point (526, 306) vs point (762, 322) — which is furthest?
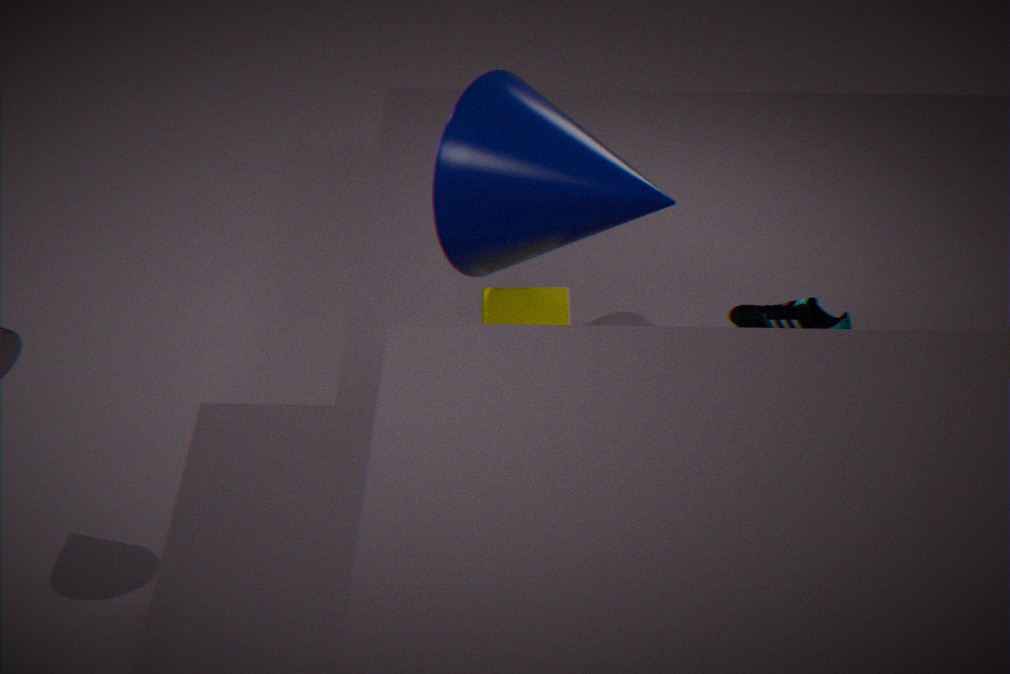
point (762, 322)
